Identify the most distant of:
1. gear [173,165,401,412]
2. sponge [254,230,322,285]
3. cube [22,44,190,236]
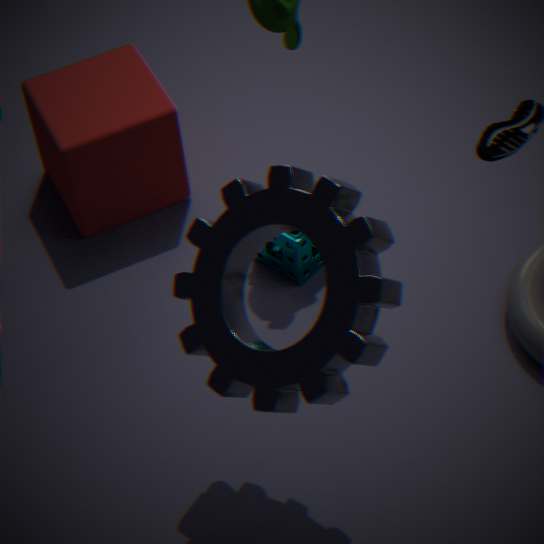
cube [22,44,190,236]
